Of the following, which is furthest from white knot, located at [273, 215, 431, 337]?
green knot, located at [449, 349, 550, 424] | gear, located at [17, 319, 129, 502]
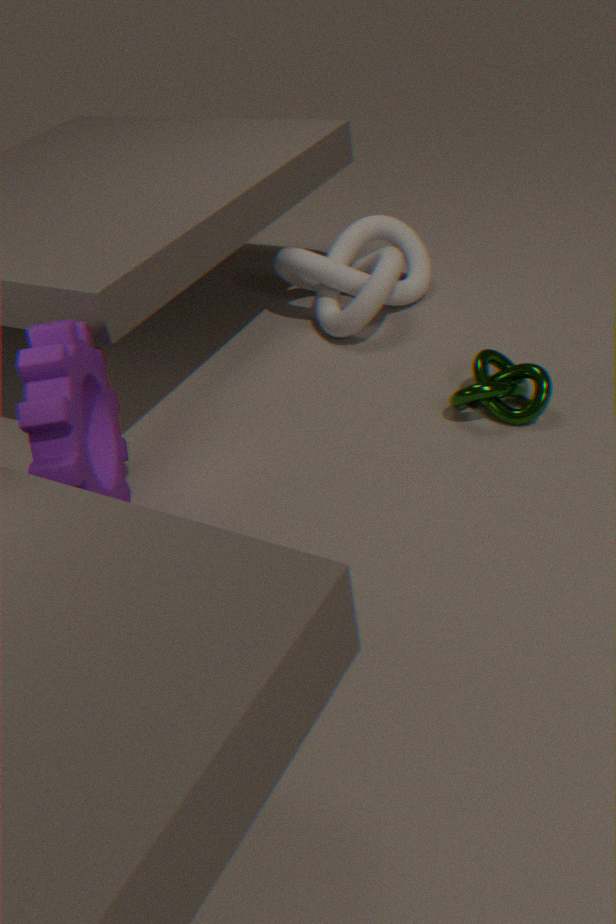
gear, located at [17, 319, 129, 502]
